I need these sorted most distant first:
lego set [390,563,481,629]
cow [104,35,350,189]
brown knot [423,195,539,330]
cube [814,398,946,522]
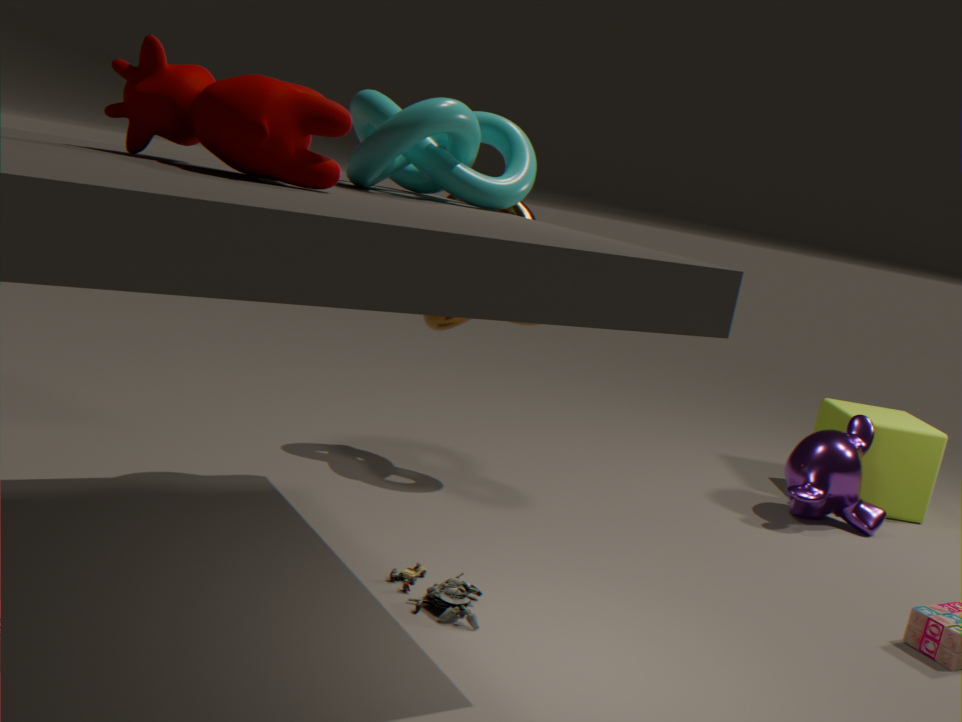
cube [814,398,946,522] → brown knot [423,195,539,330] → lego set [390,563,481,629] → cow [104,35,350,189]
